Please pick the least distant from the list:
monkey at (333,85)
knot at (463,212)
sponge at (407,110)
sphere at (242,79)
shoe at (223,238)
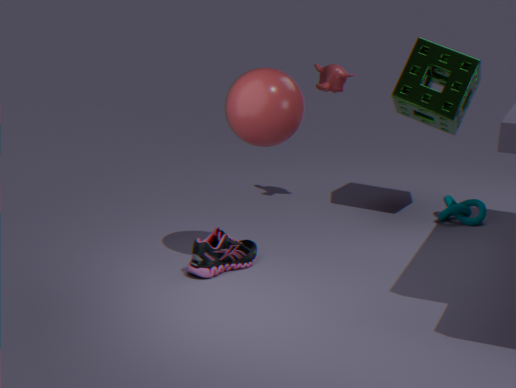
sphere at (242,79)
